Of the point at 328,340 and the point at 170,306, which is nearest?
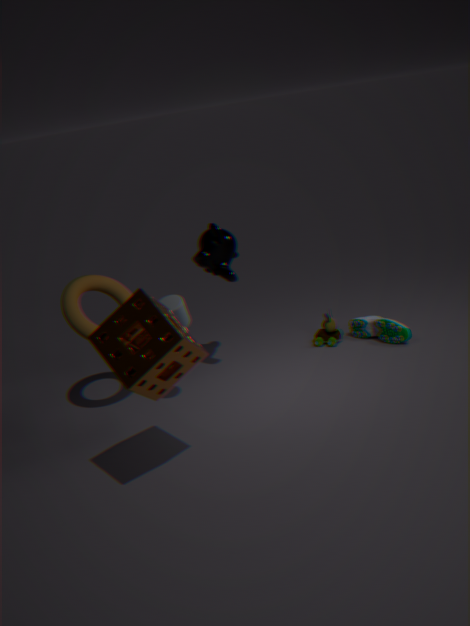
the point at 170,306
